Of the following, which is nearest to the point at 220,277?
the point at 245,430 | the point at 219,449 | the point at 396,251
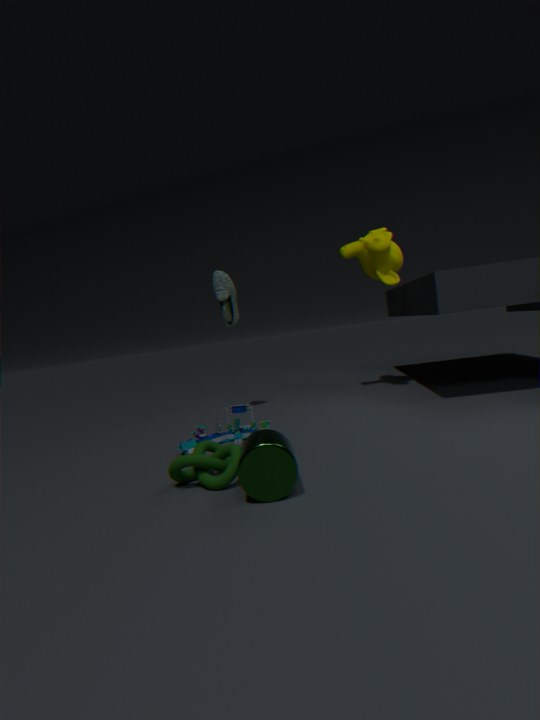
the point at 245,430
